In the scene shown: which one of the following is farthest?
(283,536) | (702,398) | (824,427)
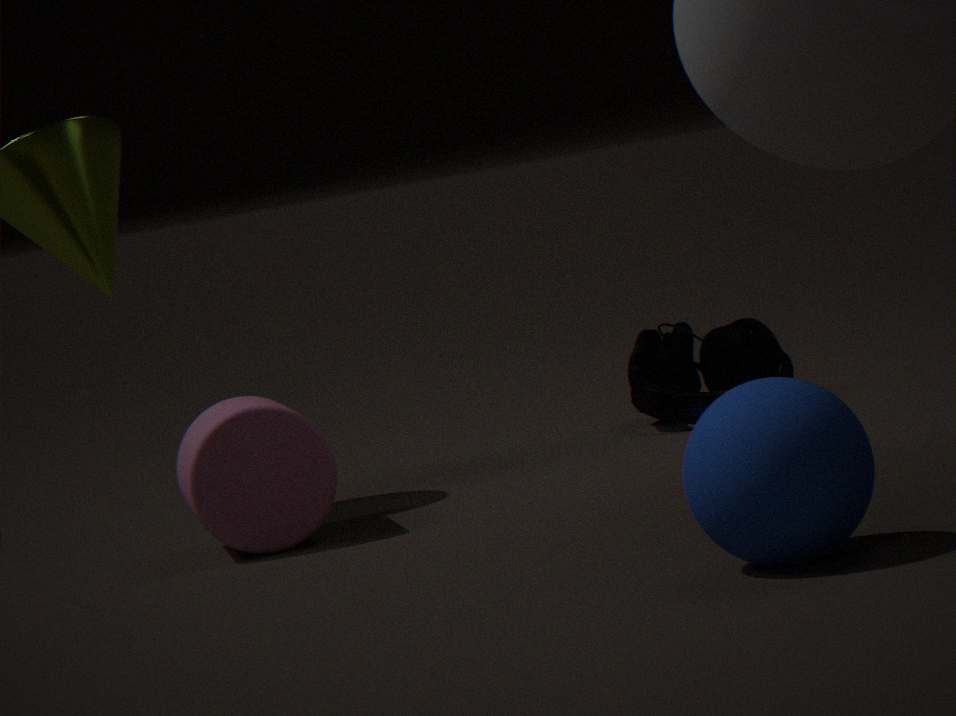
(702,398)
